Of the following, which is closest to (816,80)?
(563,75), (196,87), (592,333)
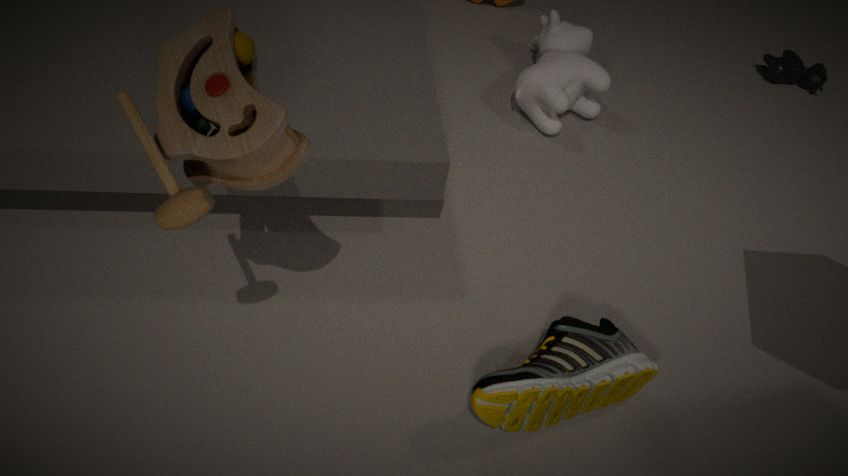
(563,75)
